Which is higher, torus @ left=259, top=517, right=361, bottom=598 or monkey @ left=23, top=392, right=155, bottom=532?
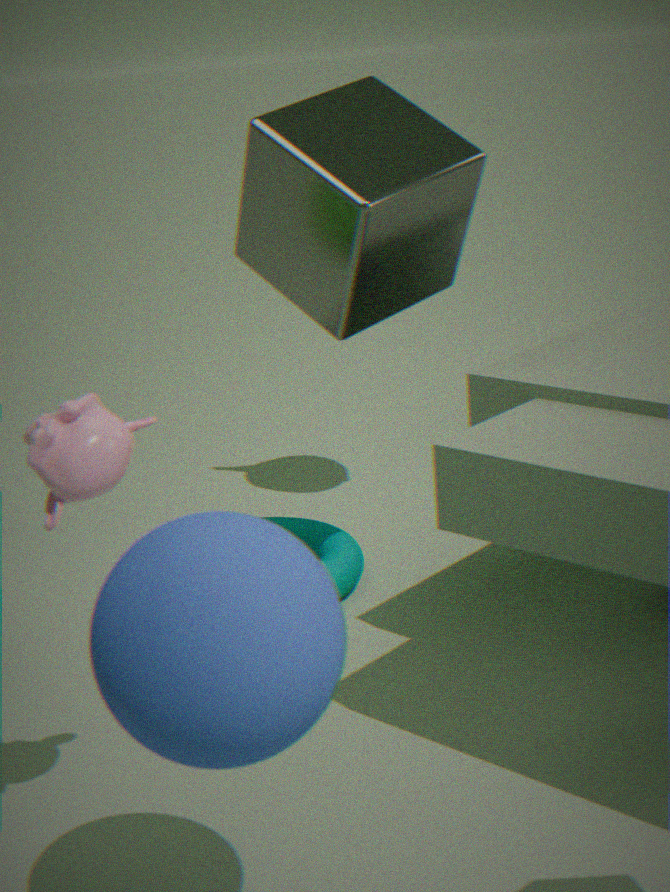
monkey @ left=23, top=392, right=155, bottom=532
